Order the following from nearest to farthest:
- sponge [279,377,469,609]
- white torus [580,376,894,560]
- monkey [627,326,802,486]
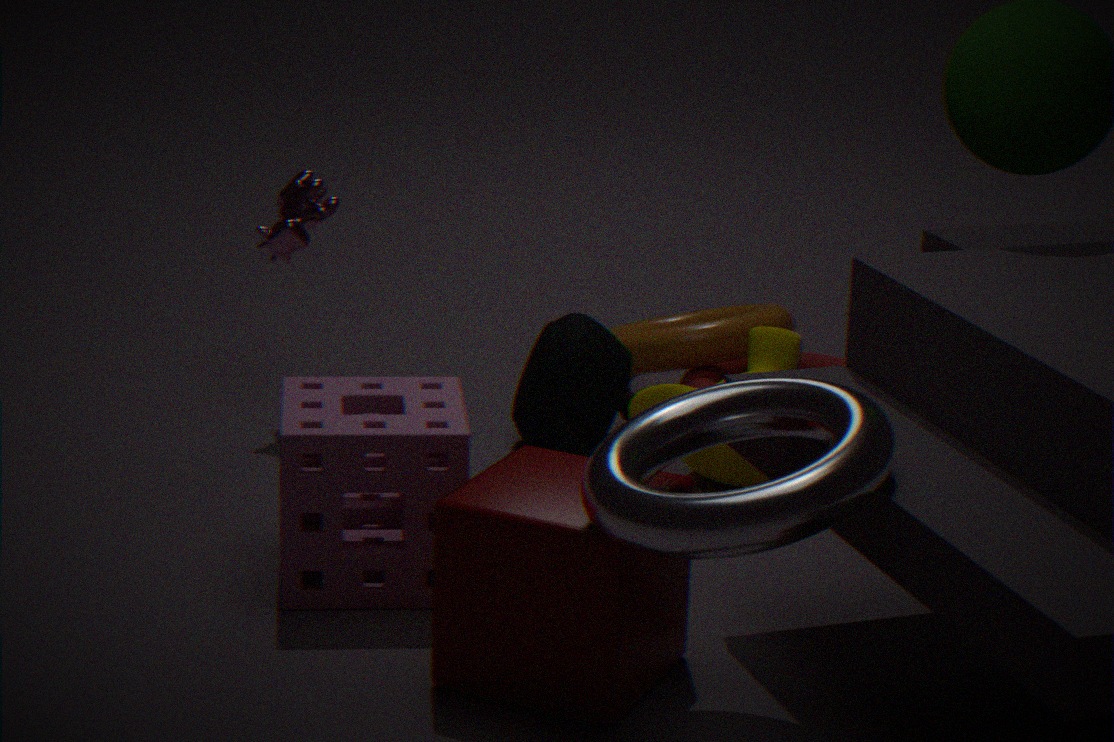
white torus [580,376,894,560] < sponge [279,377,469,609] < monkey [627,326,802,486]
